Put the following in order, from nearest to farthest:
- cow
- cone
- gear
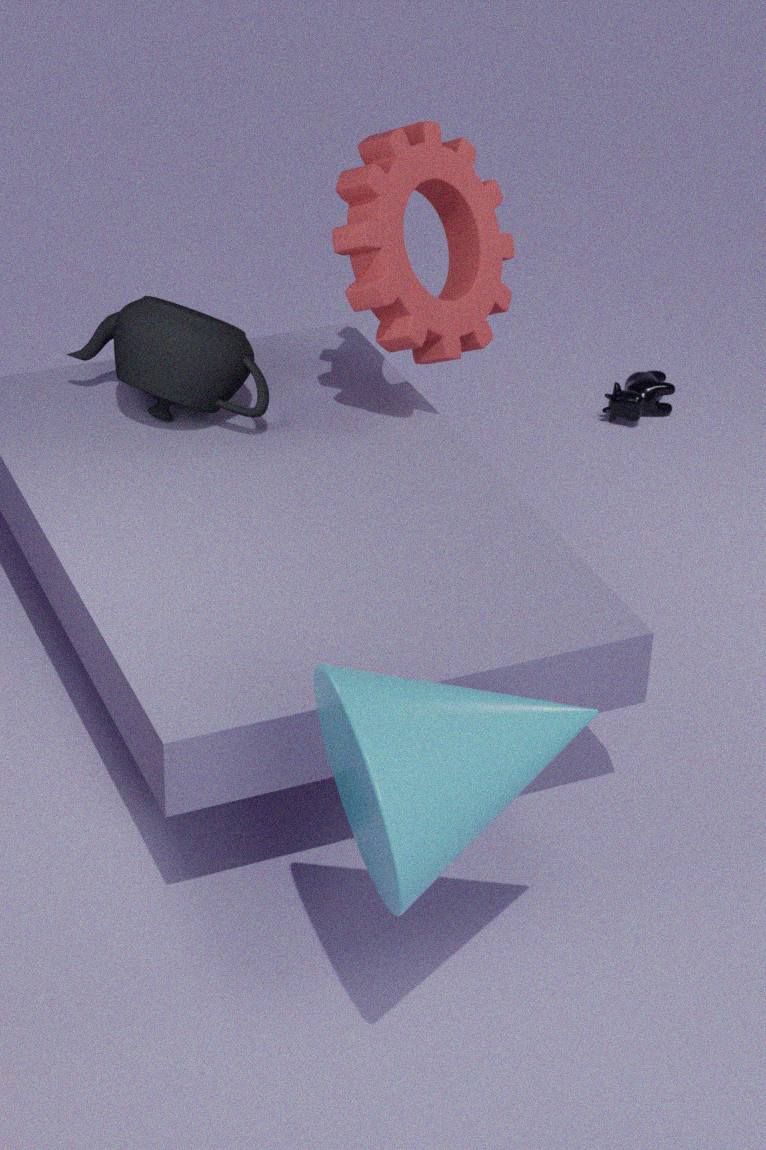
cone → gear → cow
